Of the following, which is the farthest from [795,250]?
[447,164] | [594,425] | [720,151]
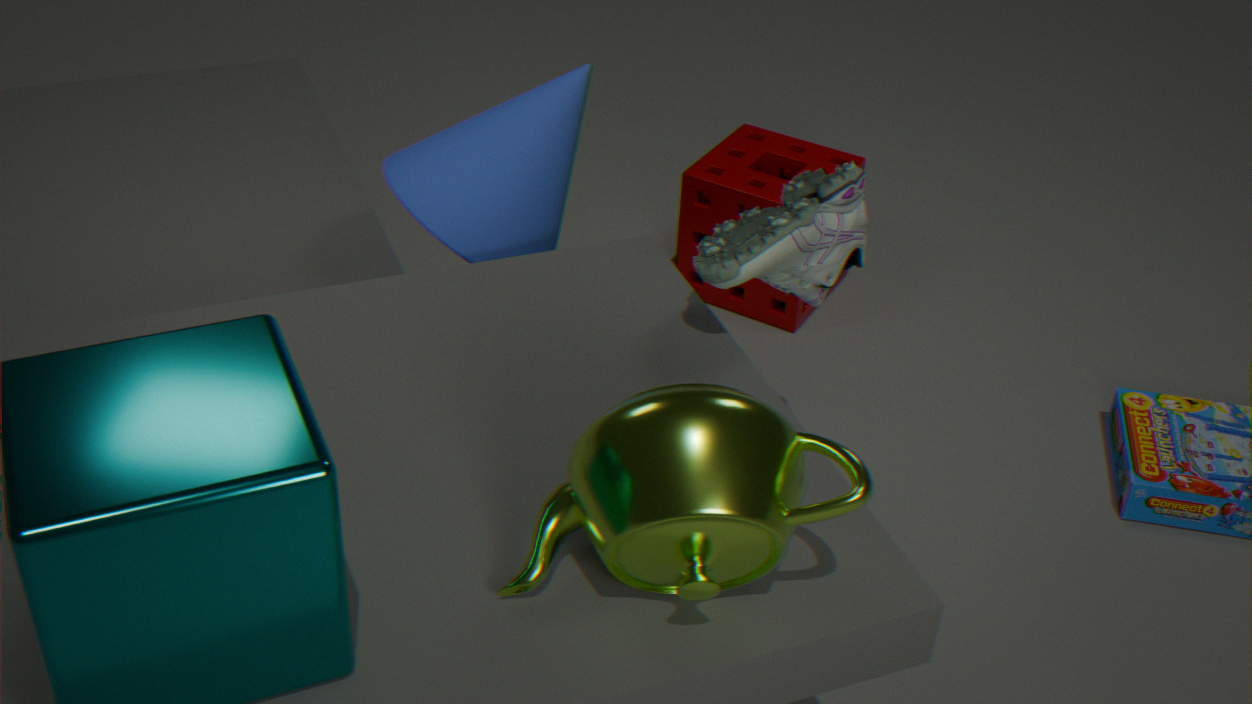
[720,151]
